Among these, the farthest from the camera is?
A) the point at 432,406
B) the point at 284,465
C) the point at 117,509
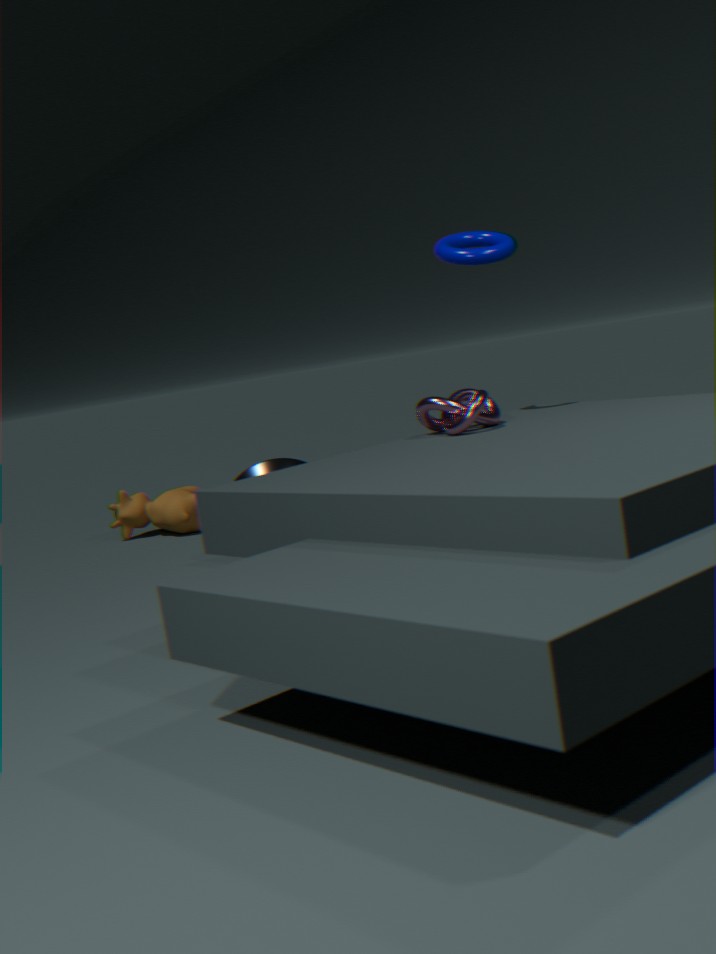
the point at 117,509
